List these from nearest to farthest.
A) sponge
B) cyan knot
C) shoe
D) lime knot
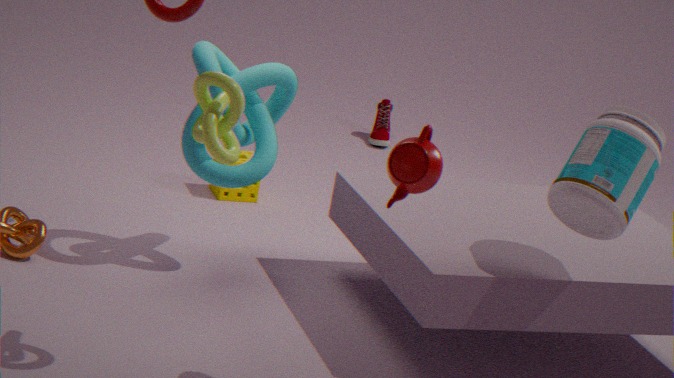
lime knot → cyan knot → sponge → shoe
